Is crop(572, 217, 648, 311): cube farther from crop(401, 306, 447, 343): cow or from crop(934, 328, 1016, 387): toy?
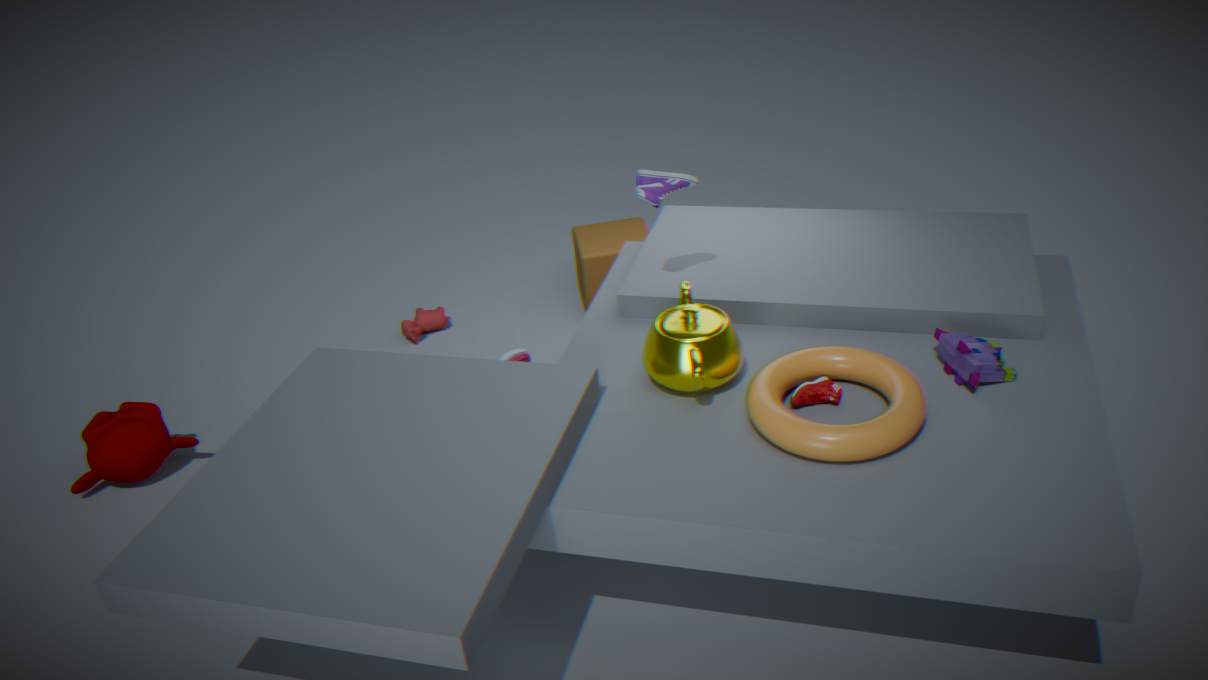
crop(934, 328, 1016, 387): toy
